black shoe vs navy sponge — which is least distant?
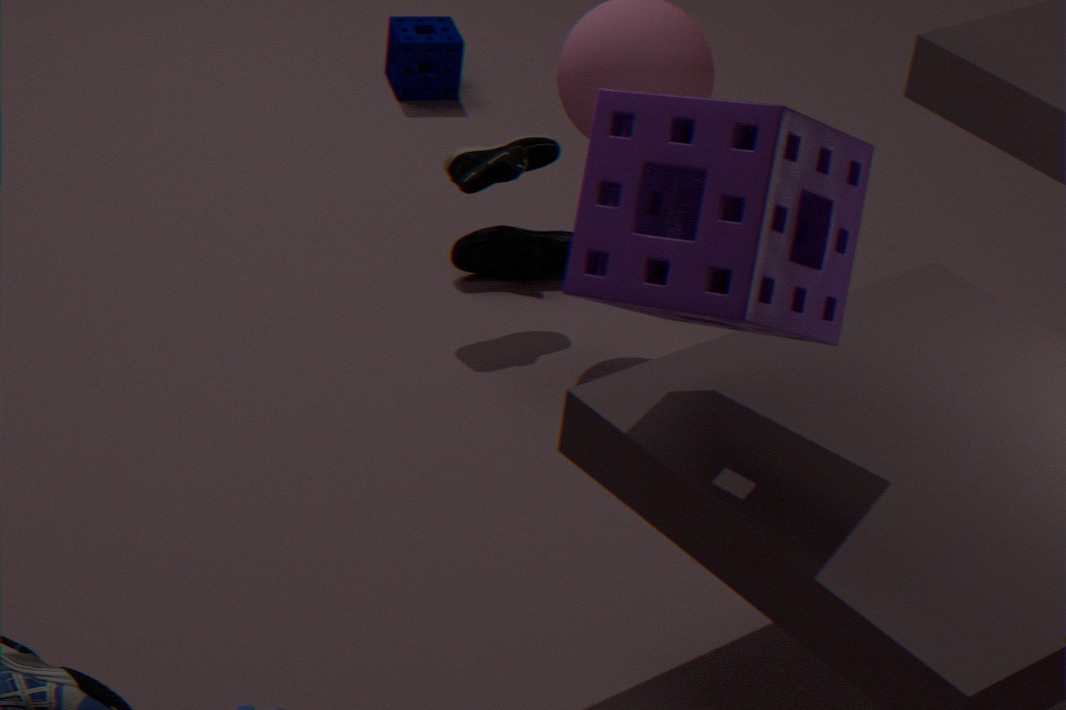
black shoe
